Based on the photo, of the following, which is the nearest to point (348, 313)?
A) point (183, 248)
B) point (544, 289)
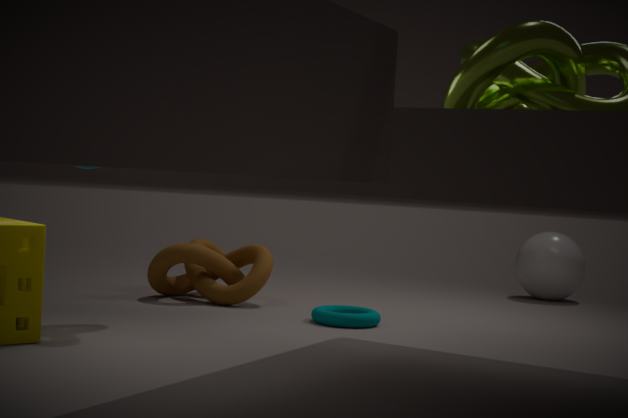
point (183, 248)
